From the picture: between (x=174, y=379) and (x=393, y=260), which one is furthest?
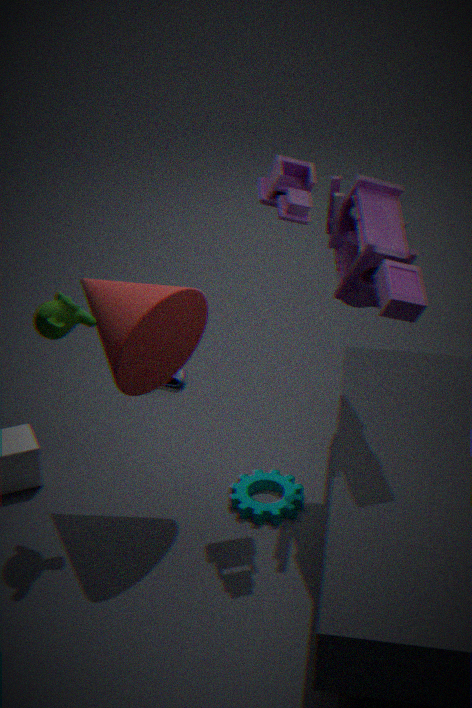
(x=174, y=379)
